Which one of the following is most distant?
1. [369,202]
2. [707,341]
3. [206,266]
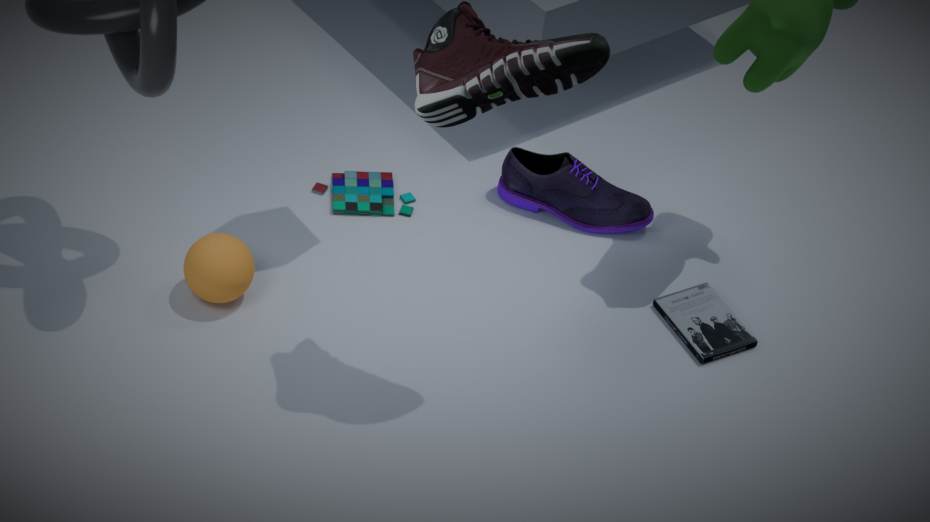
[369,202]
